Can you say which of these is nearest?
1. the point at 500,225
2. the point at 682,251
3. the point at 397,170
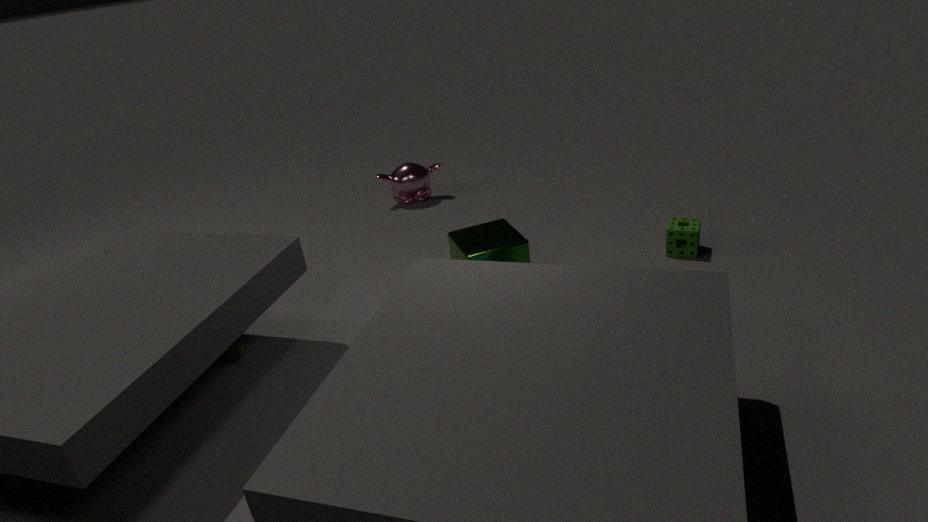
the point at 500,225
